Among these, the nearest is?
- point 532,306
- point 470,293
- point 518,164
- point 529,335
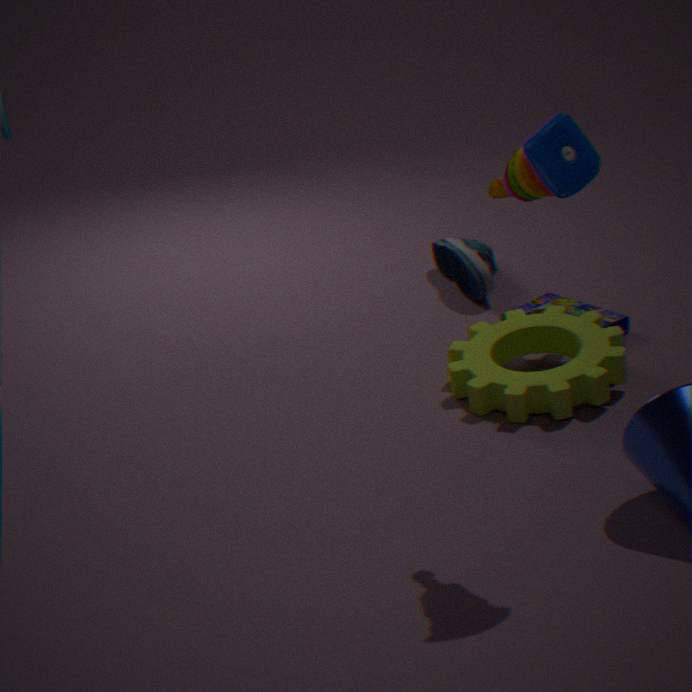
point 518,164
